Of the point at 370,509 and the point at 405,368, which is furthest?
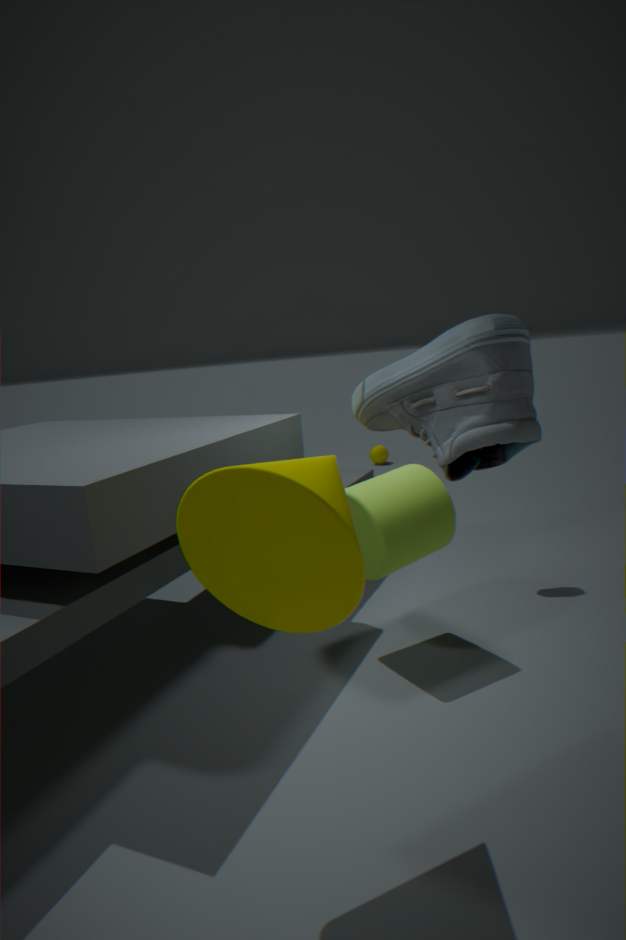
the point at 370,509
